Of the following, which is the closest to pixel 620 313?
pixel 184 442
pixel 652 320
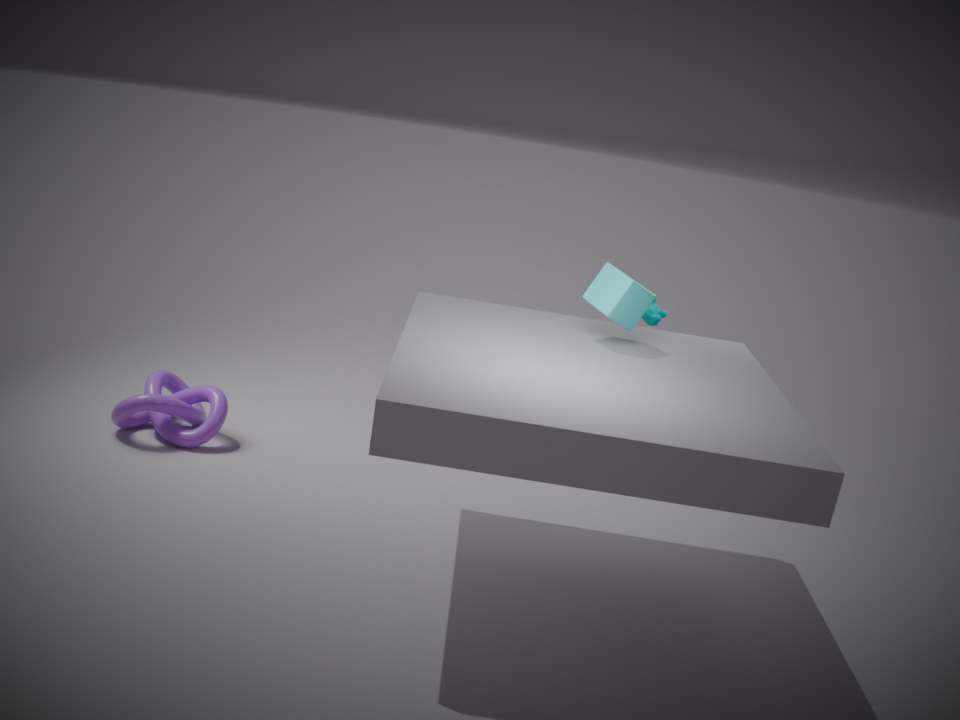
pixel 652 320
